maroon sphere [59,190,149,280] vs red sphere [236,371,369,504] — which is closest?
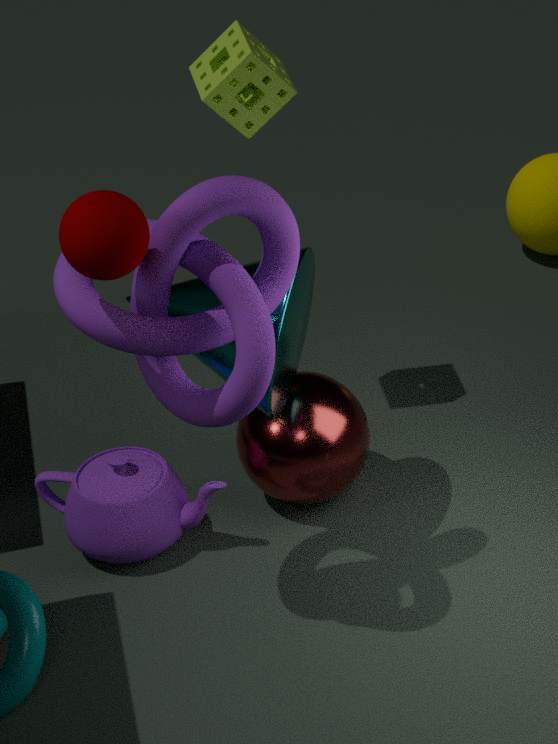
maroon sphere [59,190,149,280]
